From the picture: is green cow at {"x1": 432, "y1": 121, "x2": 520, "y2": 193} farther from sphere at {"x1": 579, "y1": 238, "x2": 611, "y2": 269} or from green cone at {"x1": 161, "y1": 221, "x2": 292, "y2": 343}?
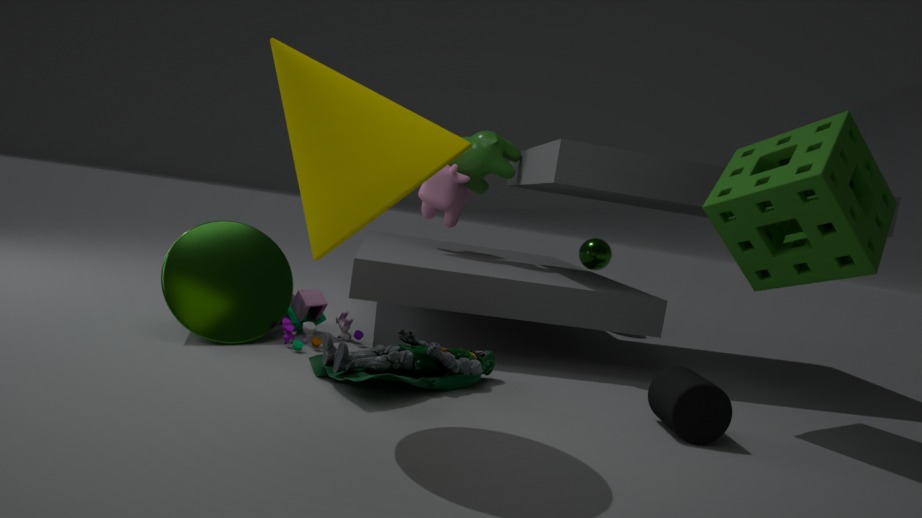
green cone at {"x1": 161, "y1": 221, "x2": 292, "y2": 343}
